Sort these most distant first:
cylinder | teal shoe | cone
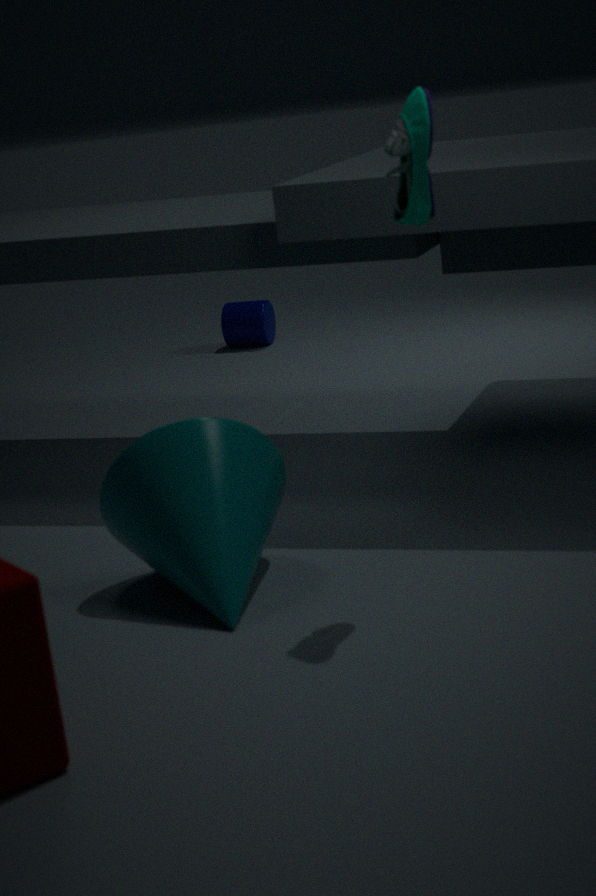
cylinder < cone < teal shoe
